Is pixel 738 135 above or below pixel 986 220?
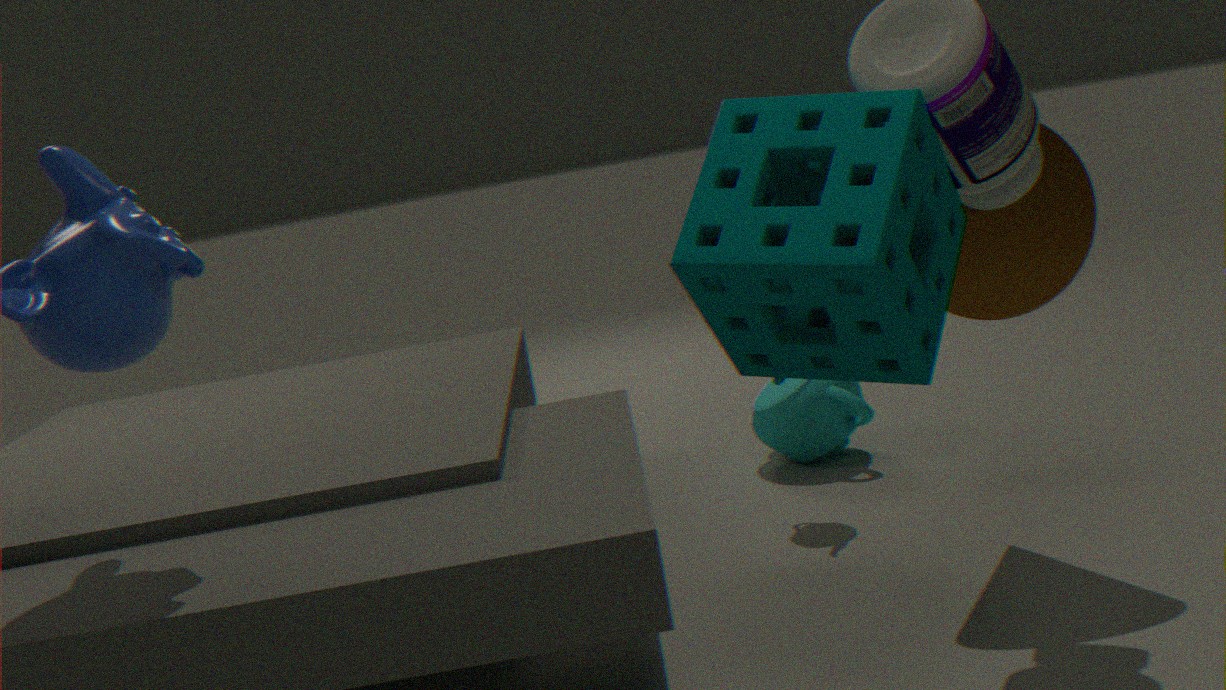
above
